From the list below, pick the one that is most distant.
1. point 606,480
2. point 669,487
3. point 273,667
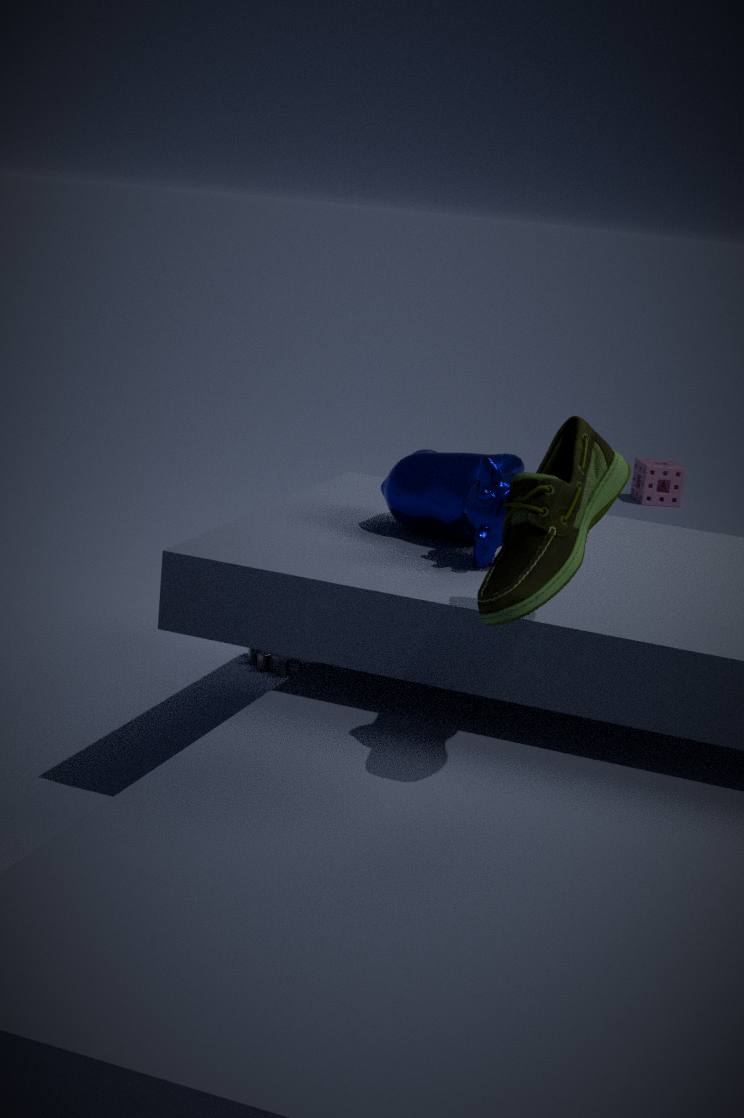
point 669,487
